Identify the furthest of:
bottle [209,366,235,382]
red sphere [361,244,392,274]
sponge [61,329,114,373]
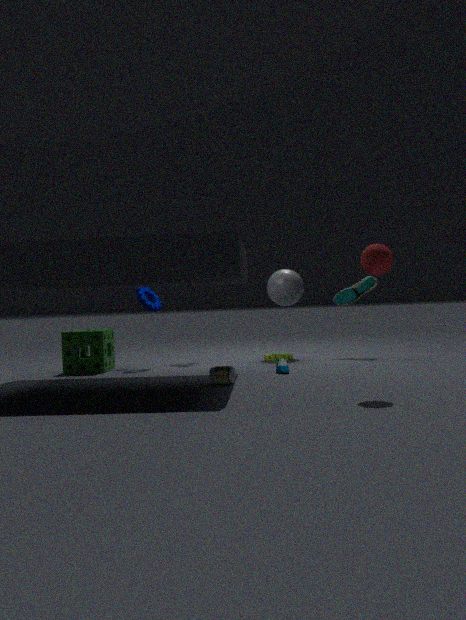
sponge [61,329,114,373]
